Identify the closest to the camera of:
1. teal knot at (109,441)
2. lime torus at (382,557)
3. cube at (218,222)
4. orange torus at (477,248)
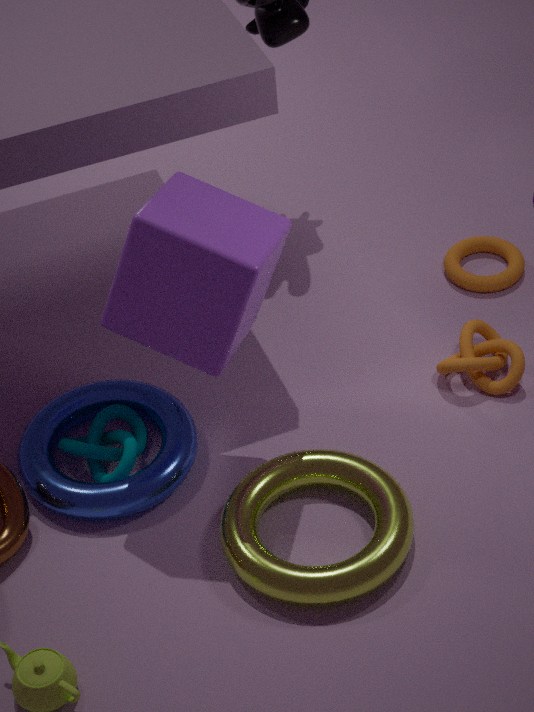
cube at (218,222)
